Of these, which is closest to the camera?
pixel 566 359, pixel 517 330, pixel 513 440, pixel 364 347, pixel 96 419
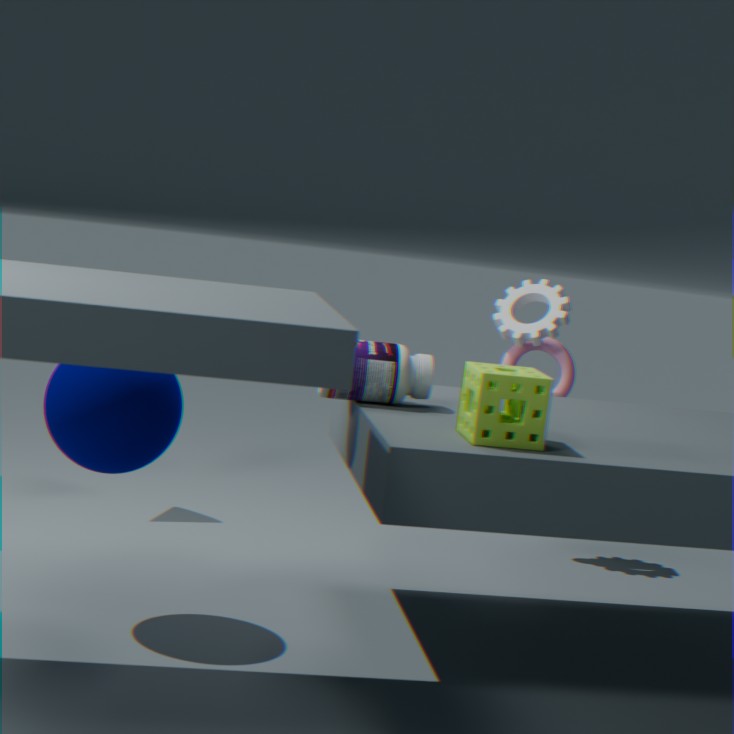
pixel 513 440
